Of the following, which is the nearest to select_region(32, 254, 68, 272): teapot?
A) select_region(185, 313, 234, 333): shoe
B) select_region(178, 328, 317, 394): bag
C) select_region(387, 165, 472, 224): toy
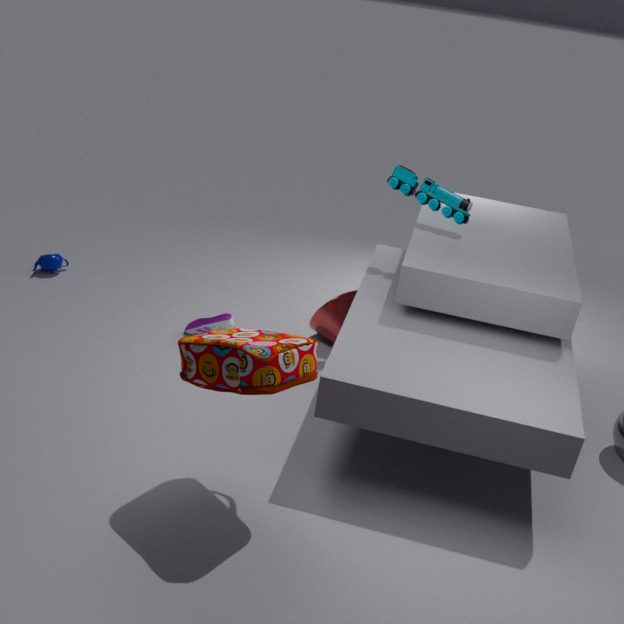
select_region(185, 313, 234, 333): shoe
